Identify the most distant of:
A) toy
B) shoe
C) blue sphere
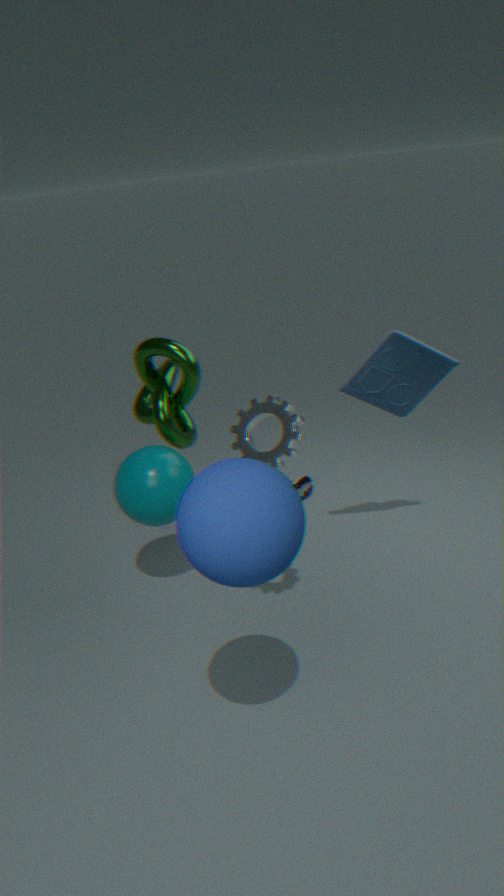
shoe
